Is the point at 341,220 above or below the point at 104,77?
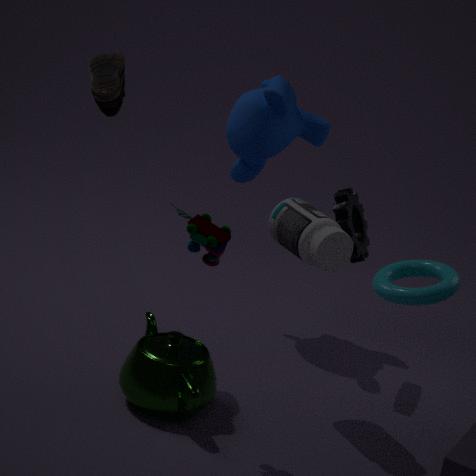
below
